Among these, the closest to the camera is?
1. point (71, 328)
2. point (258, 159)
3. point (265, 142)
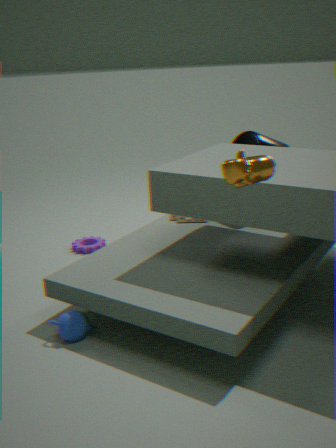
point (258, 159)
